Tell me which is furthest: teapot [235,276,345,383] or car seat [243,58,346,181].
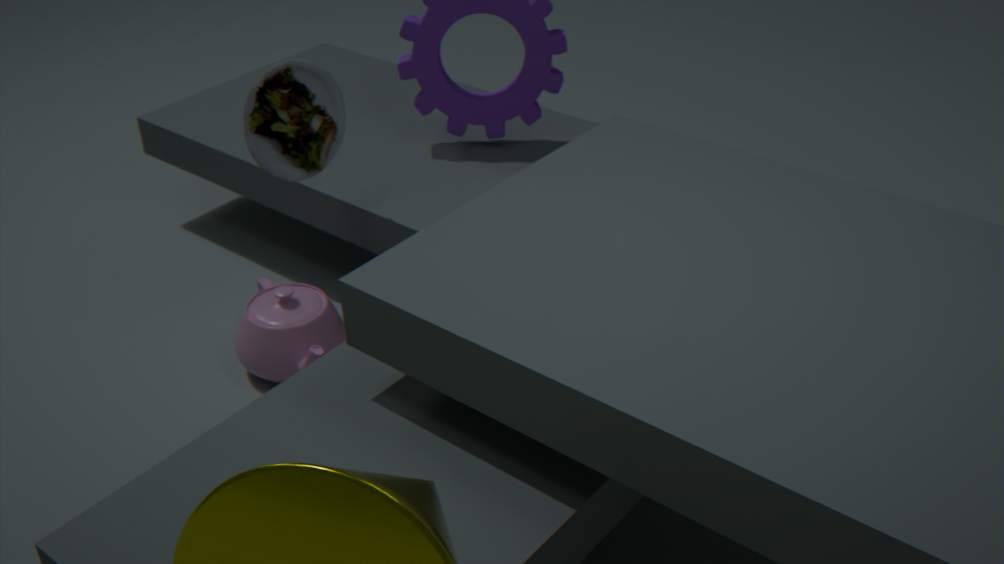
teapot [235,276,345,383]
